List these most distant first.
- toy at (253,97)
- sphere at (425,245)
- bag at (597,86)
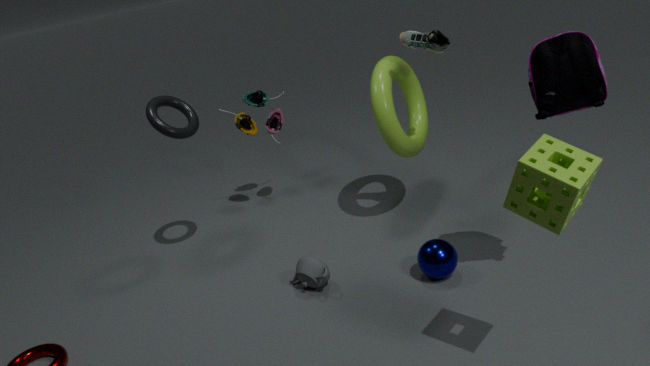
toy at (253,97)
sphere at (425,245)
bag at (597,86)
